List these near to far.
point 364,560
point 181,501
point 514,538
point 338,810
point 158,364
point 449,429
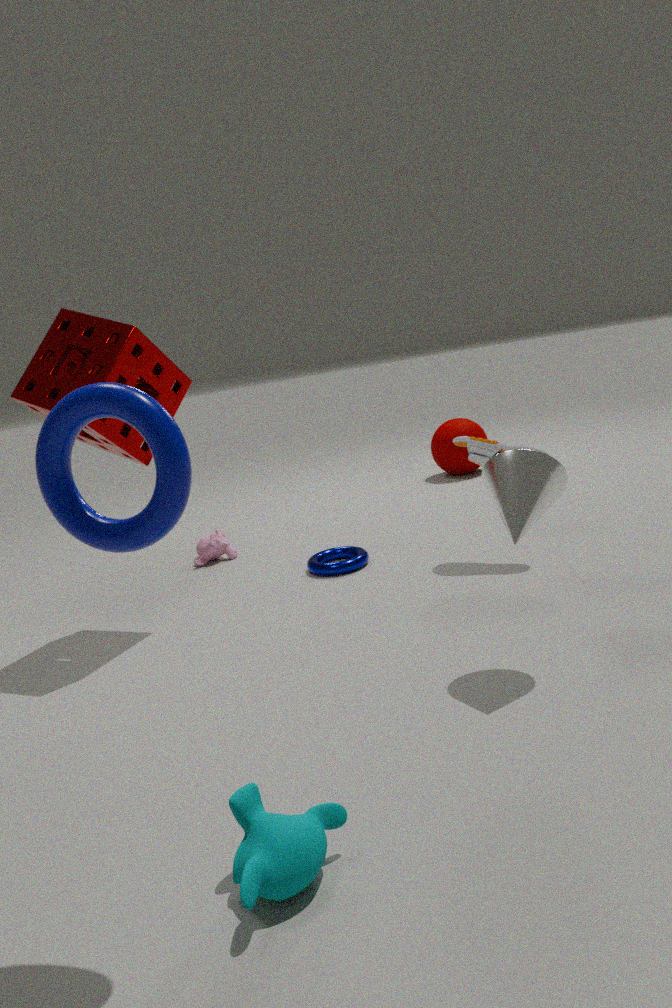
point 181,501 < point 338,810 < point 514,538 < point 158,364 < point 364,560 < point 449,429
